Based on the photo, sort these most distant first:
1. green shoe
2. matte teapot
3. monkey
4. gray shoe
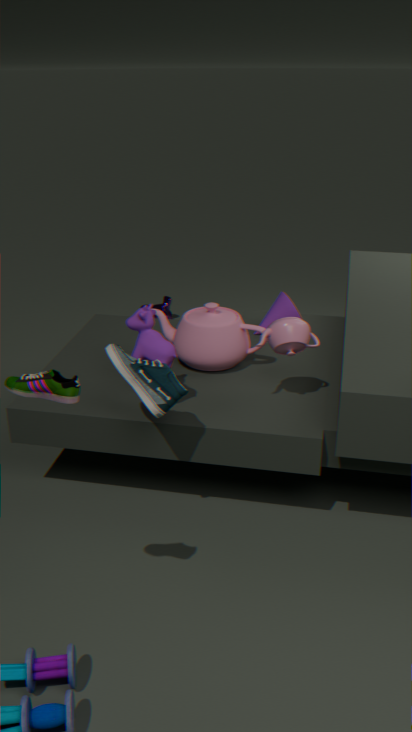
monkey < matte teapot < gray shoe < green shoe
